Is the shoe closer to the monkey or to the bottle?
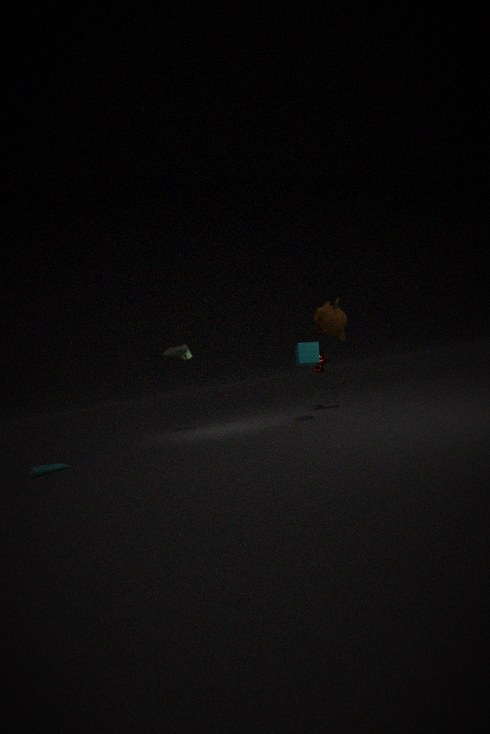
the monkey
